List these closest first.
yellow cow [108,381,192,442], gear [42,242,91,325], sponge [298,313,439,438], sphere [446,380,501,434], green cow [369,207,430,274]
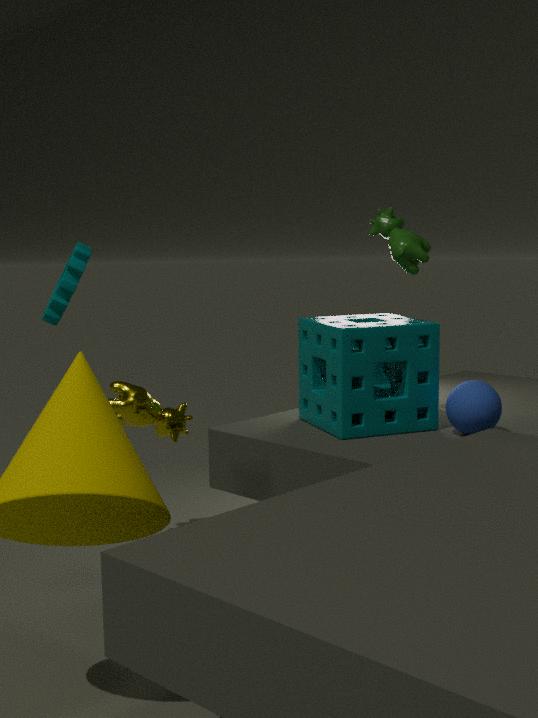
yellow cow [108,381,192,442] < gear [42,242,91,325] < sphere [446,380,501,434] < sponge [298,313,439,438] < green cow [369,207,430,274]
